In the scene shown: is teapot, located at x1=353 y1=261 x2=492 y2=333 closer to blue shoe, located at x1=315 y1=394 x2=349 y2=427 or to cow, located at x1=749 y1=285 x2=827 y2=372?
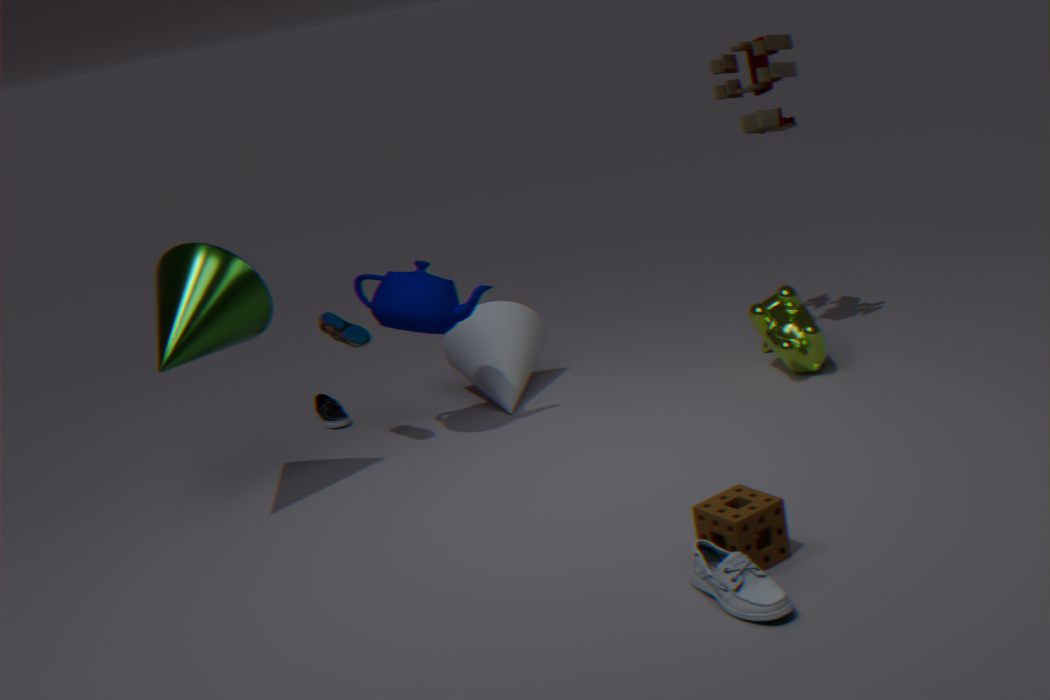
blue shoe, located at x1=315 y1=394 x2=349 y2=427
